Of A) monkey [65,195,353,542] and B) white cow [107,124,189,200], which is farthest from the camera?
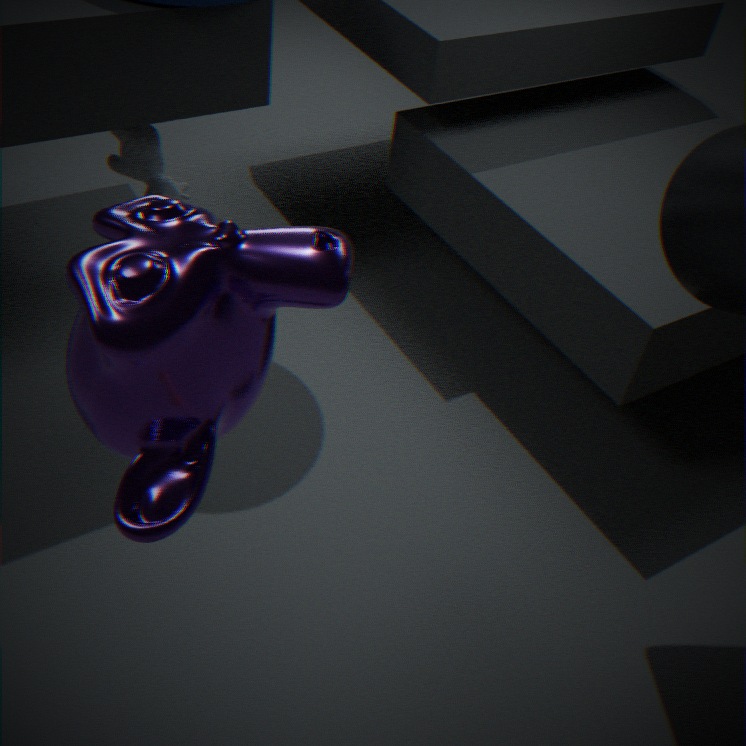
B. white cow [107,124,189,200]
